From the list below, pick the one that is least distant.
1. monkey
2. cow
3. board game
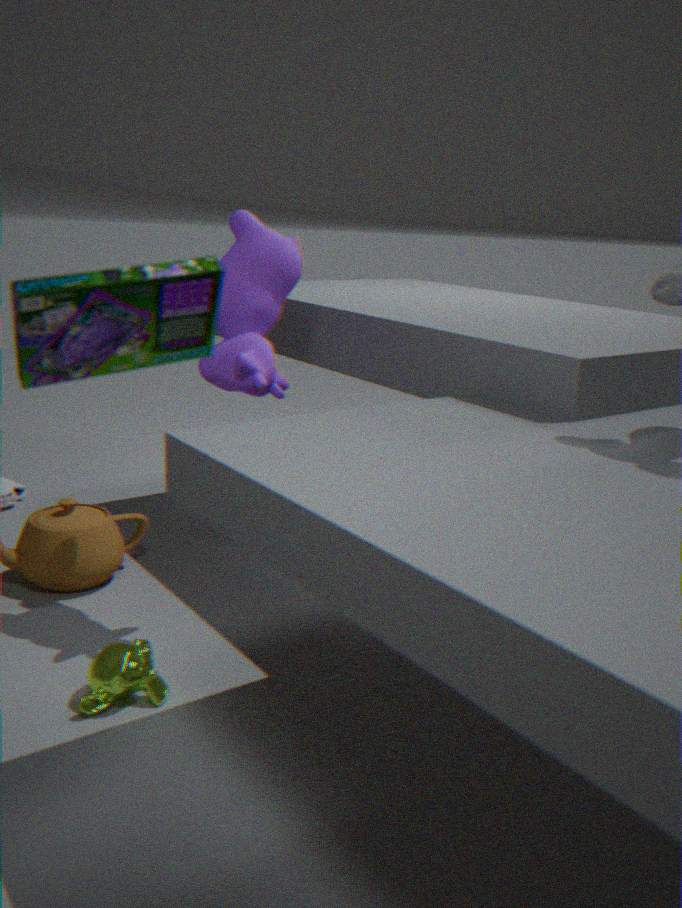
board game
